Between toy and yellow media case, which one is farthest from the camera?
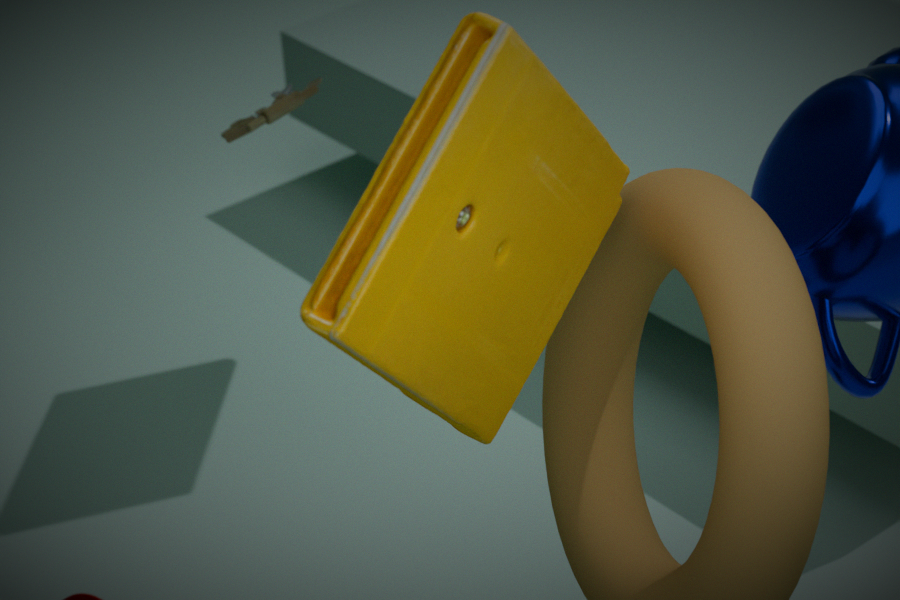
toy
